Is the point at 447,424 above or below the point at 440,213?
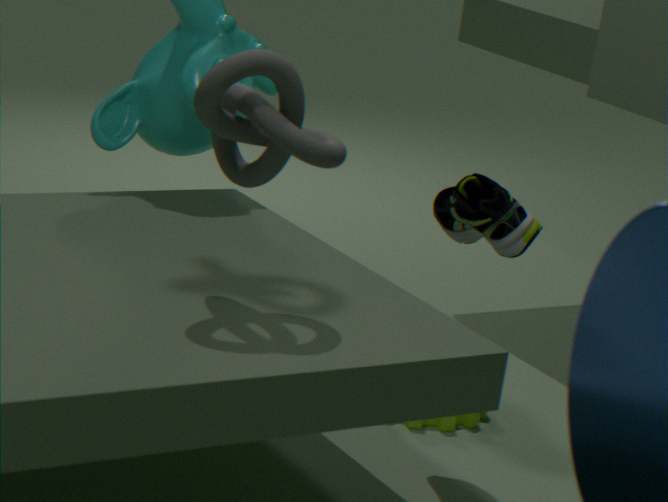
below
